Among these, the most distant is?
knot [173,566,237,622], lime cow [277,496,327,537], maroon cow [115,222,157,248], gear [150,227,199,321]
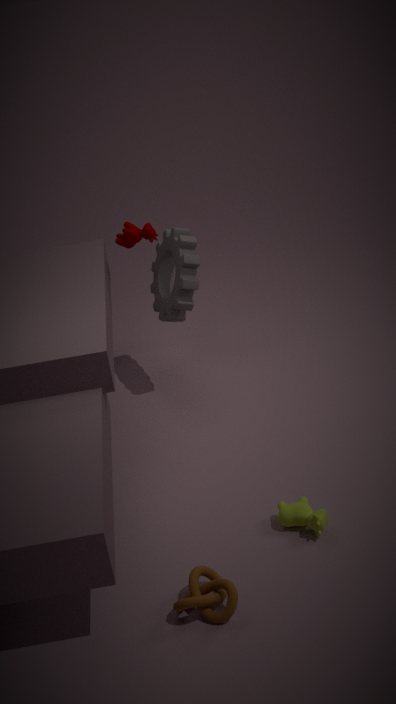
maroon cow [115,222,157,248]
